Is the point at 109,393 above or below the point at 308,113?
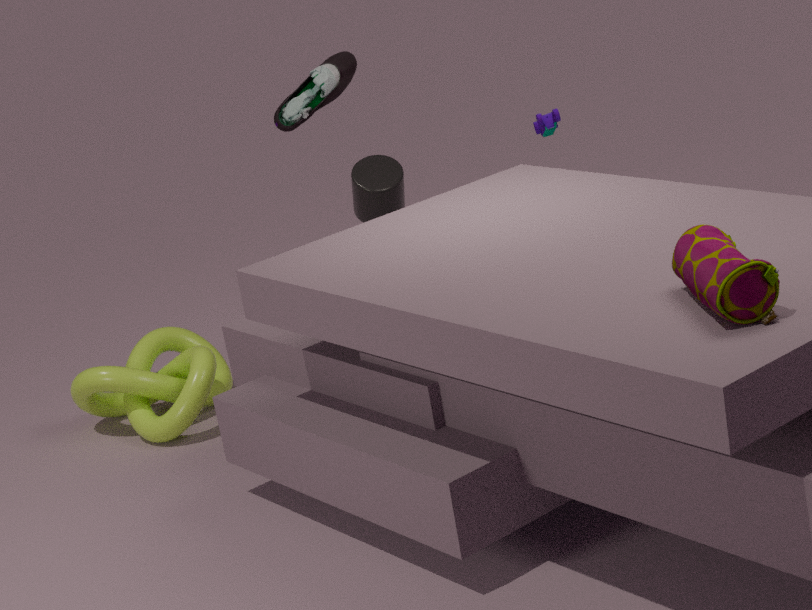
below
